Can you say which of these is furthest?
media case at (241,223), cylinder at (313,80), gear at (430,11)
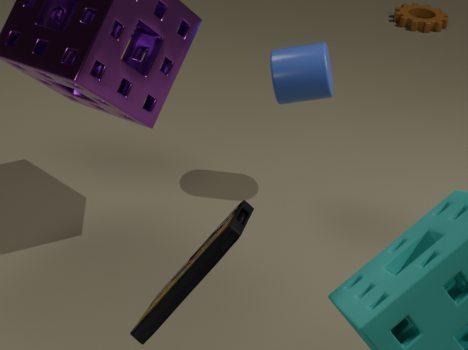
gear at (430,11)
